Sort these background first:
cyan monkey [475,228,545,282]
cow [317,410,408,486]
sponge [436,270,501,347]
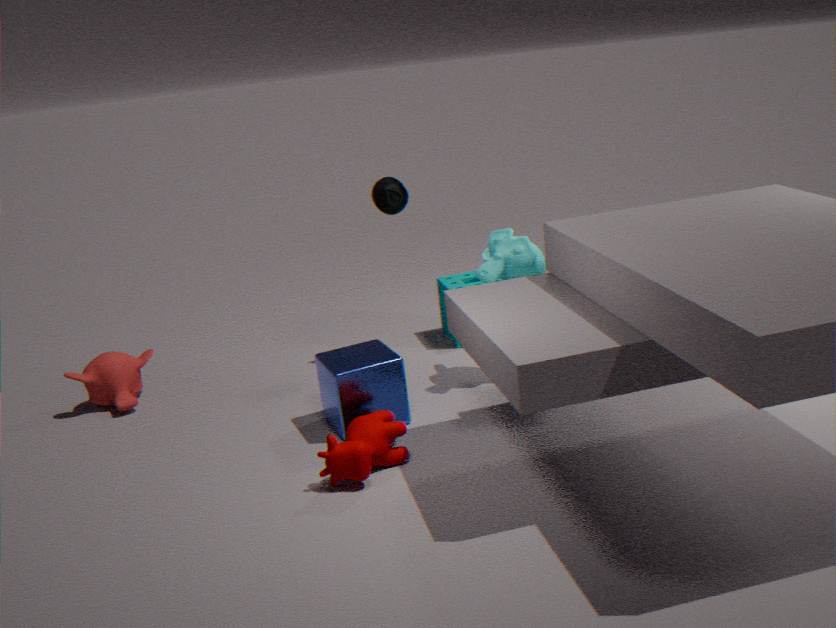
sponge [436,270,501,347], cyan monkey [475,228,545,282], cow [317,410,408,486]
